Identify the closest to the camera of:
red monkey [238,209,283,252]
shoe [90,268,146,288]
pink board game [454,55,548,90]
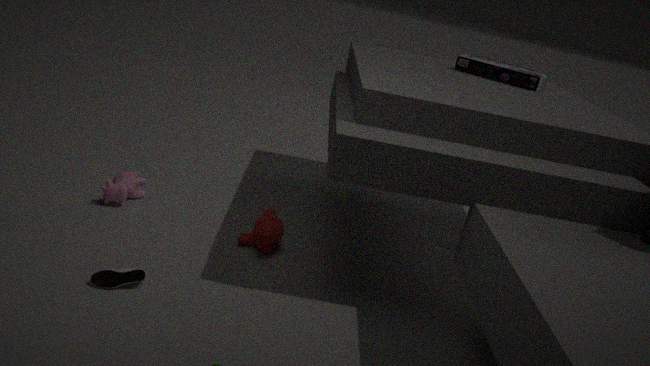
shoe [90,268,146,288]
